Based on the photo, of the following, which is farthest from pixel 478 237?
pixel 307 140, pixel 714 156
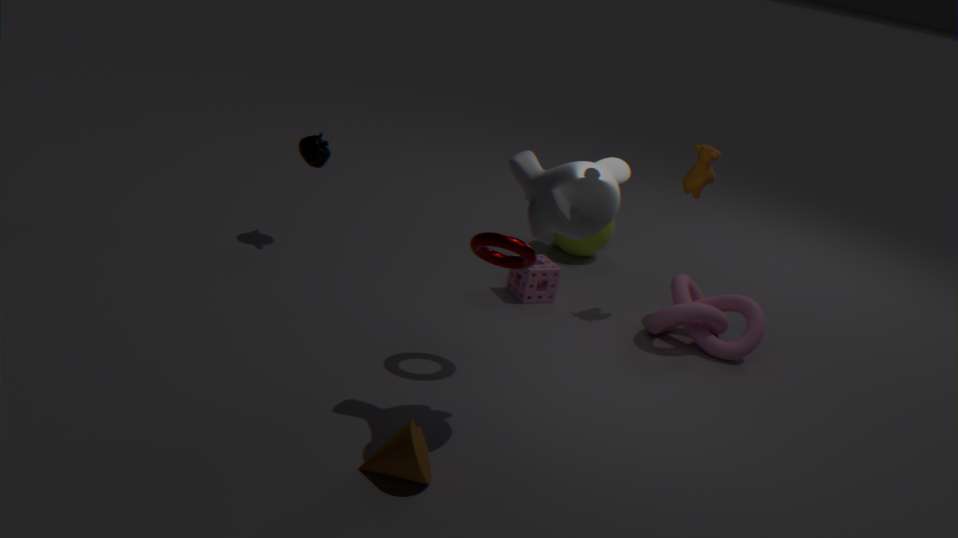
pixel 307 140
